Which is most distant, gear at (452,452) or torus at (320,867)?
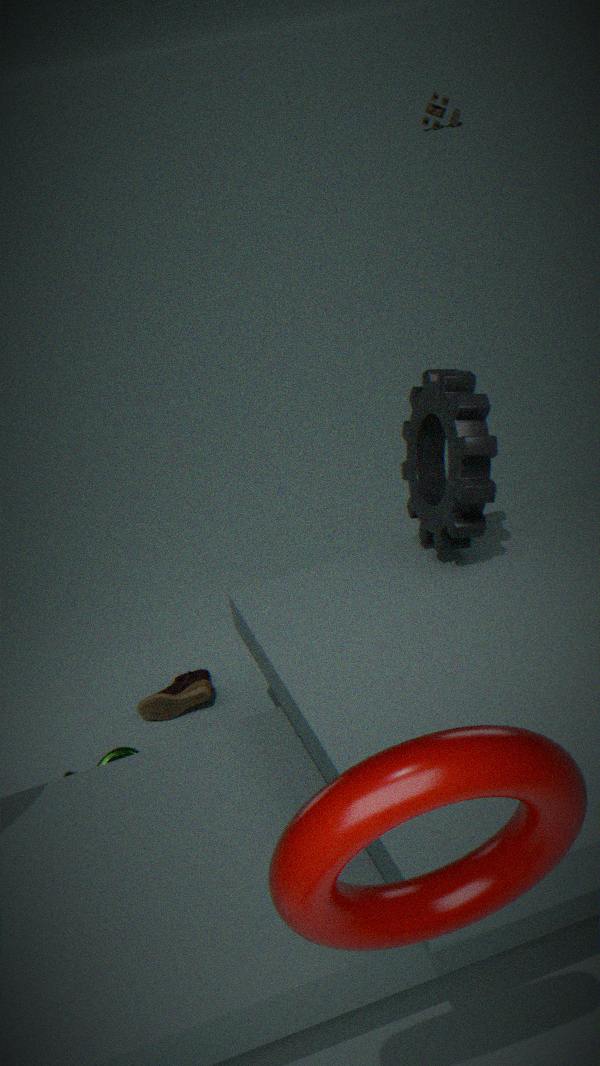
gear at (452,452)
